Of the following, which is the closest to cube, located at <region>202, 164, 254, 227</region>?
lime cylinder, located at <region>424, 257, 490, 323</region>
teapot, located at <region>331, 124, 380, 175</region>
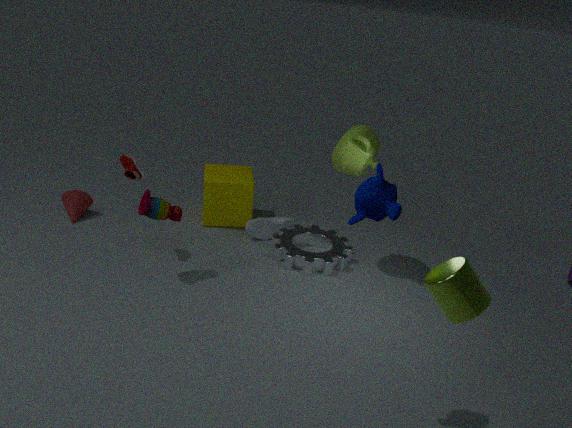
teapot, located at <region>331, 124, 380, 175</region>
